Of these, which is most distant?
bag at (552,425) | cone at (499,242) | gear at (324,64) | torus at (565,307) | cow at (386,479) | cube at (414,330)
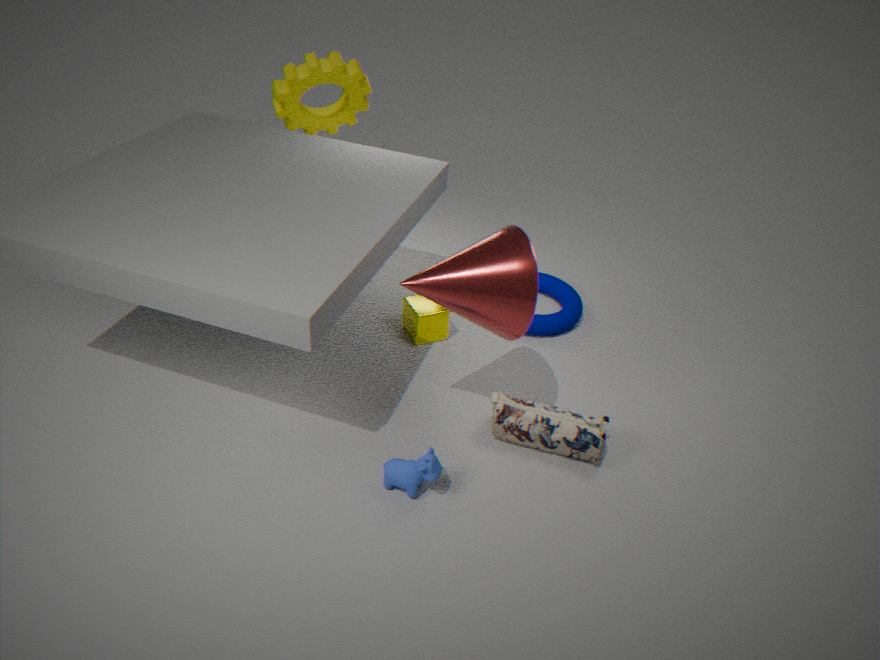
gear at (324,64)
